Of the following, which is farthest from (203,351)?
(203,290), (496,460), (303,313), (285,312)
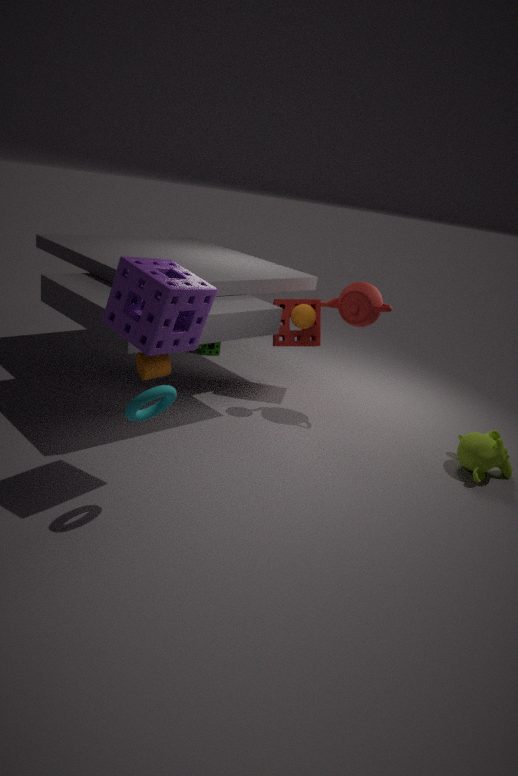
(496,460)
